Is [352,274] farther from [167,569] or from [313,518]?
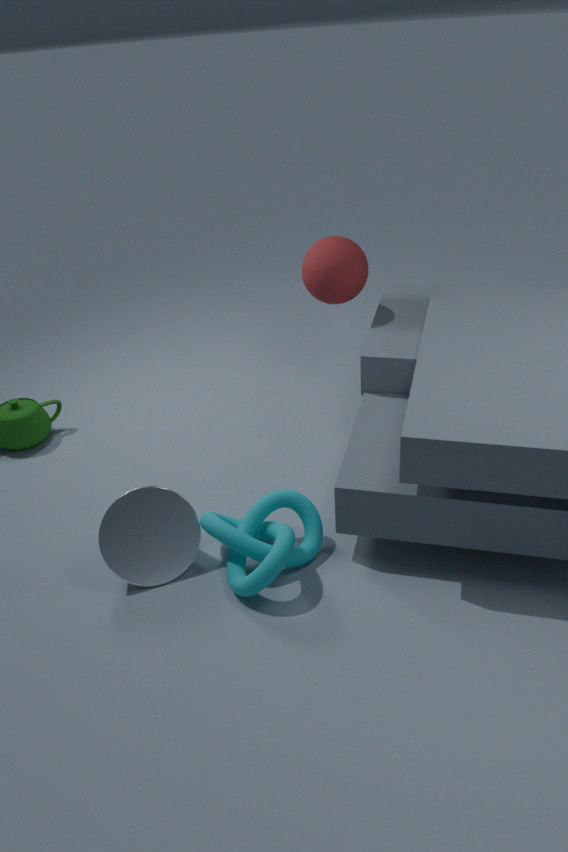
[167,569]
